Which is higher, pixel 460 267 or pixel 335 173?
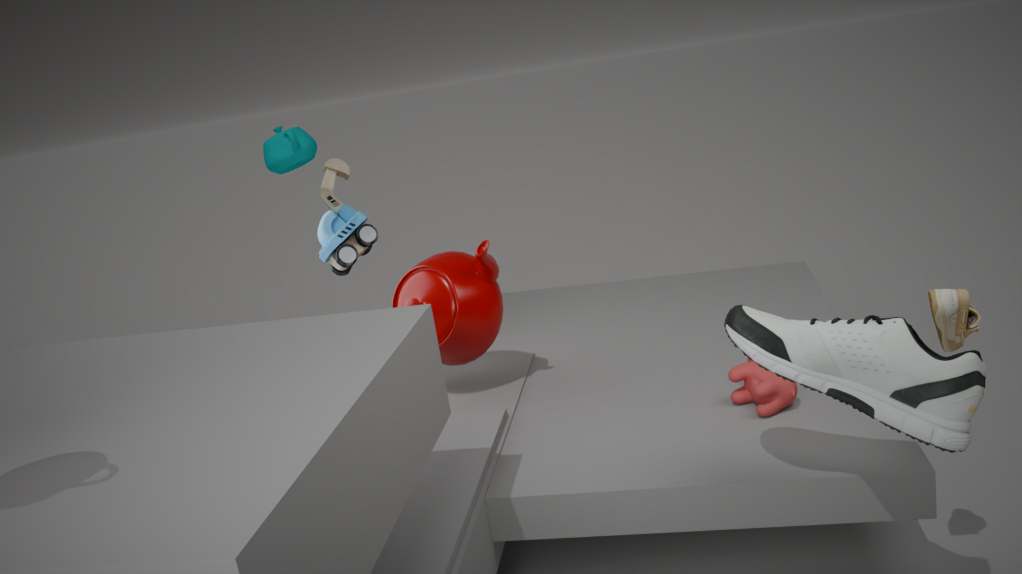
pixel 335 173
